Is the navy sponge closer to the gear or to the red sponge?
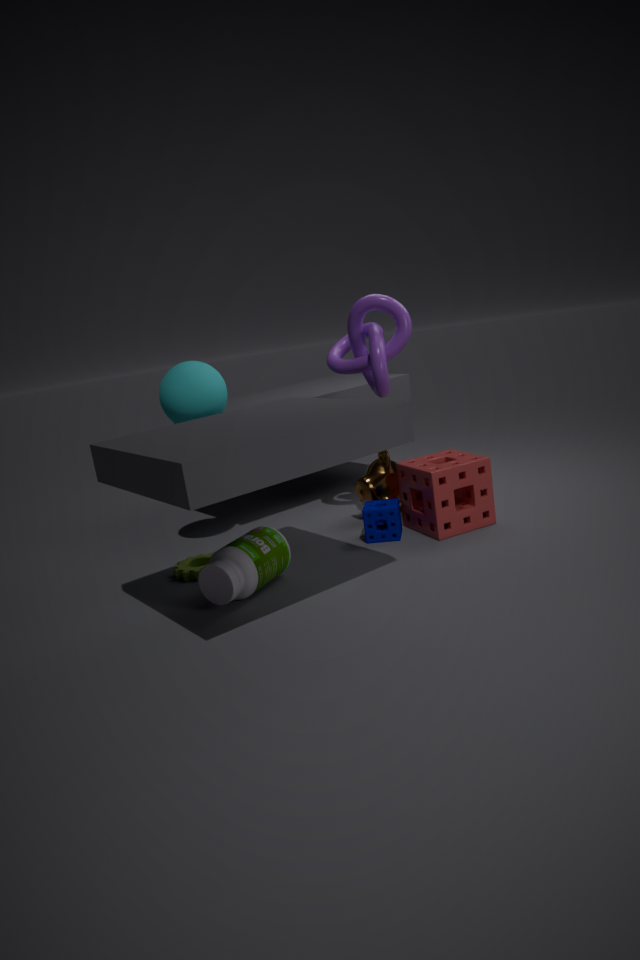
the red sponge
